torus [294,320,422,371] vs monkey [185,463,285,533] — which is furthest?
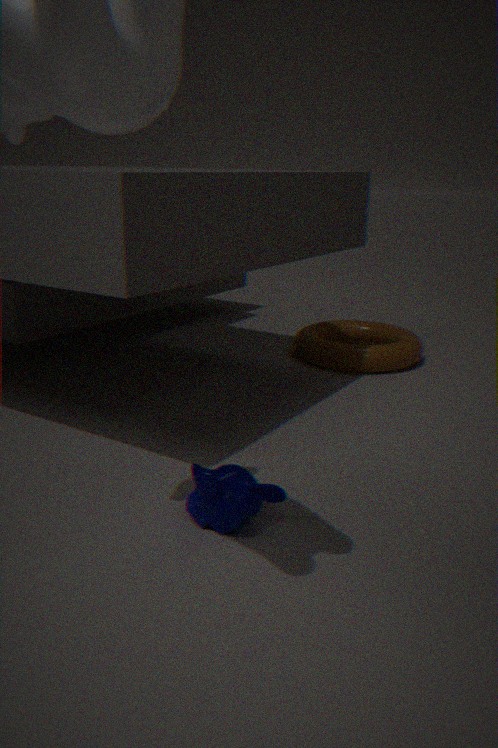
torus [294,320,422,371]
